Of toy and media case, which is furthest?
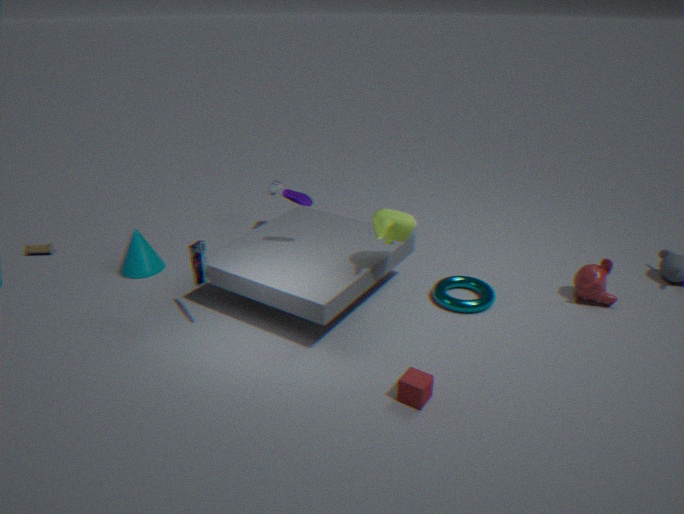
toy
